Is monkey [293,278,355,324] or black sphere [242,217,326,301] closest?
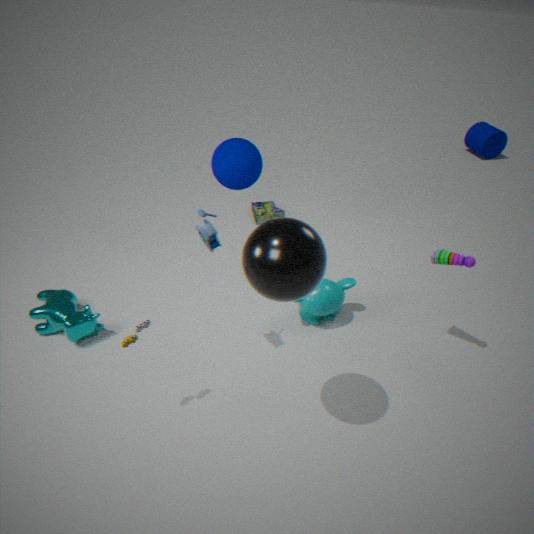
black sphere [242,217,326,301]
